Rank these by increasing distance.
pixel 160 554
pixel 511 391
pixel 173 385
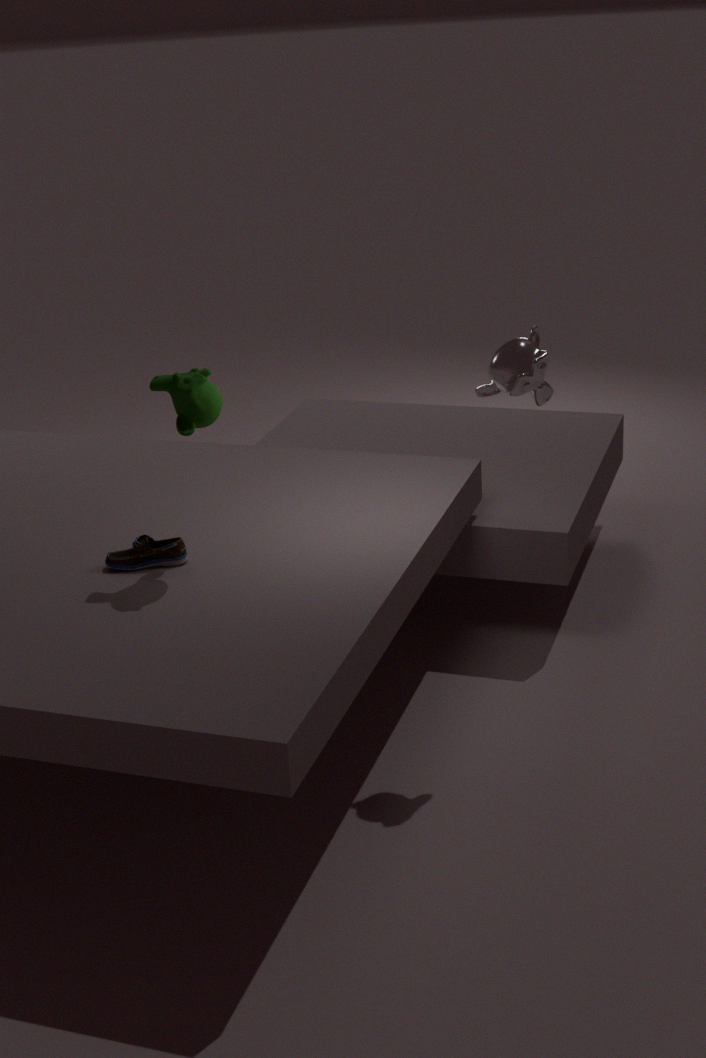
1. pixel 173 385
2. pixel 511 391
3. pixel 160 554
